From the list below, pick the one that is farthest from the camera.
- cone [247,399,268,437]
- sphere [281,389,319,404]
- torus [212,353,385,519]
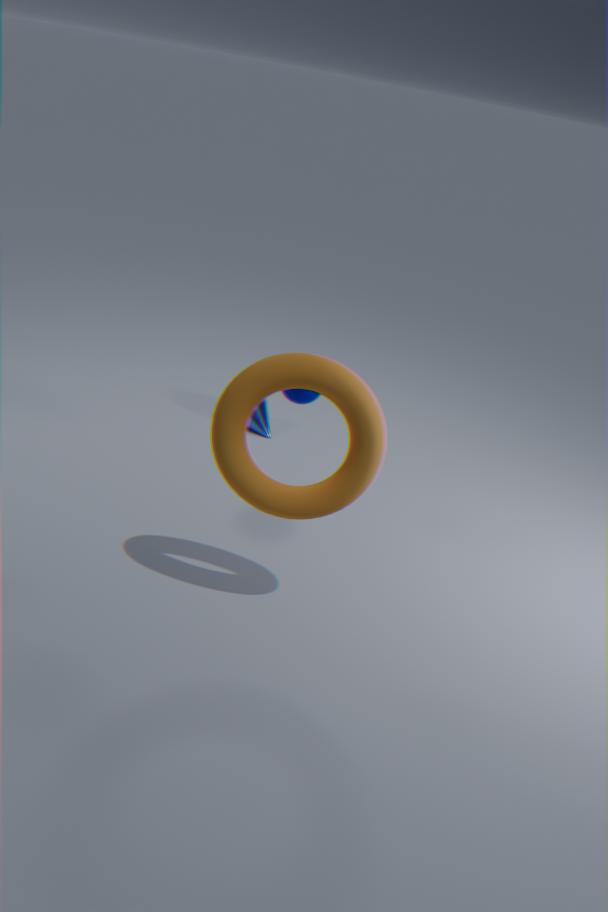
cone [247,399,268,437]
